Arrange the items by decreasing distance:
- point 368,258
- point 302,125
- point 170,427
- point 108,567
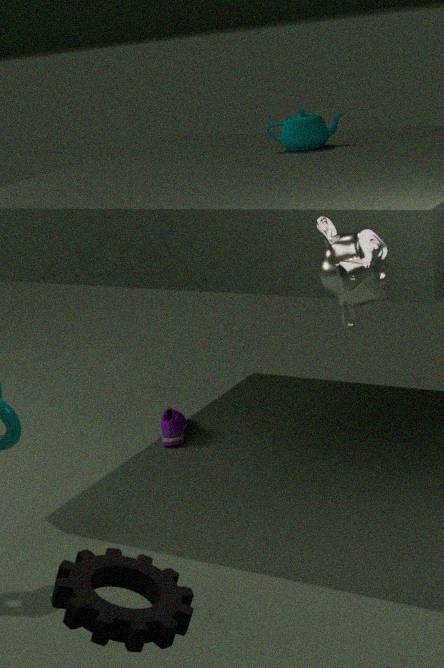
point 170,427 < point 302,125 < point 368,258 < point 108,567
